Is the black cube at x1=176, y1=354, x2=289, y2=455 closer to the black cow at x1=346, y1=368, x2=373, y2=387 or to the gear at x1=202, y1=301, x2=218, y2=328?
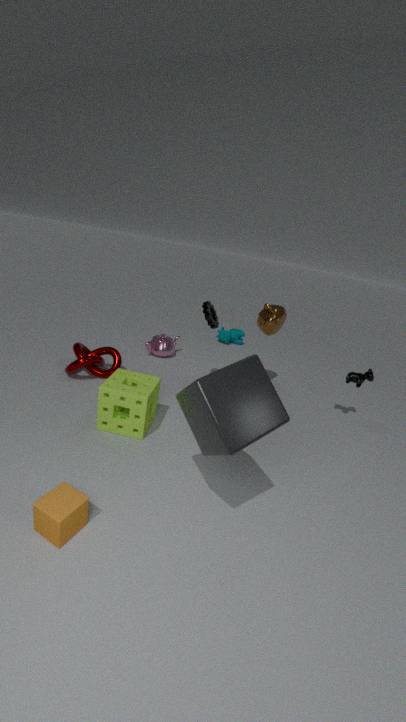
the gear at x1=202, y1=301, x2=218, y2=328
